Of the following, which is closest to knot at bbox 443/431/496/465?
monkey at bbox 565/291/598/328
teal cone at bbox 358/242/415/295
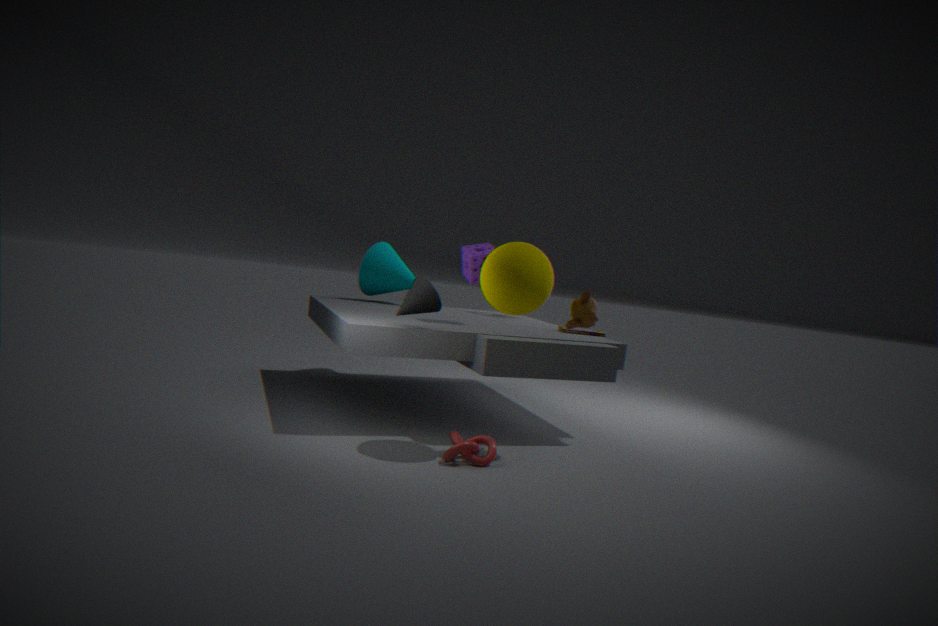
monkey at bbox 565/291/598/328
